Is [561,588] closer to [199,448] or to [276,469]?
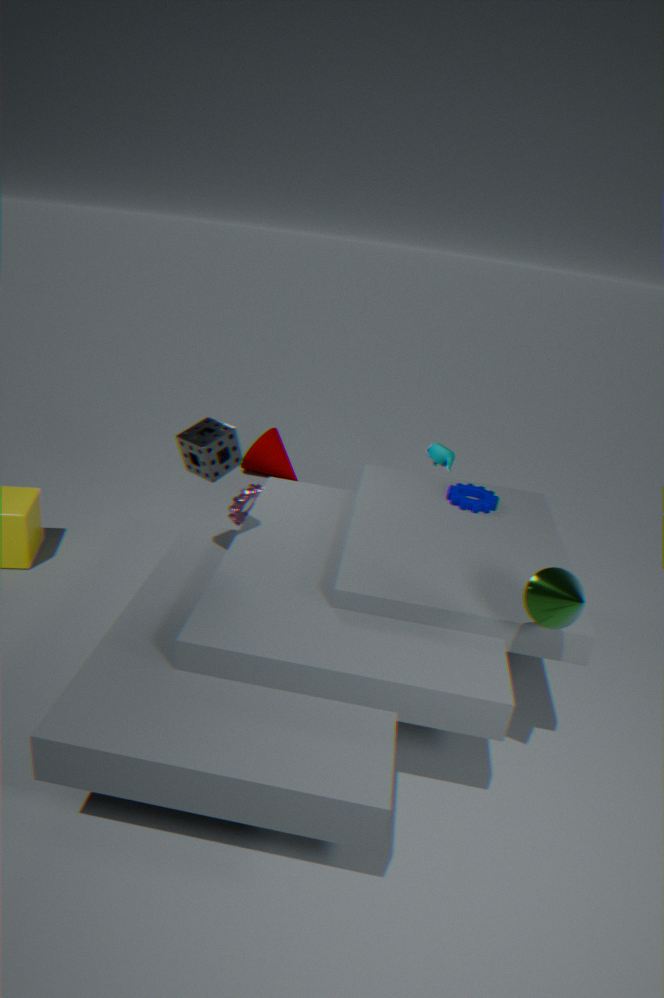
[199,448]
